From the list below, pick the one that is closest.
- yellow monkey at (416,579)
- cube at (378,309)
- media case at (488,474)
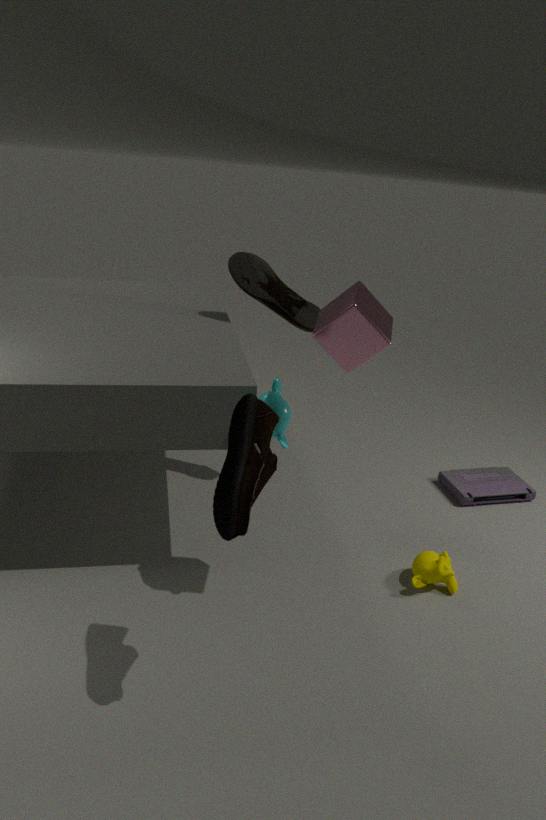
cube at (378,309)
